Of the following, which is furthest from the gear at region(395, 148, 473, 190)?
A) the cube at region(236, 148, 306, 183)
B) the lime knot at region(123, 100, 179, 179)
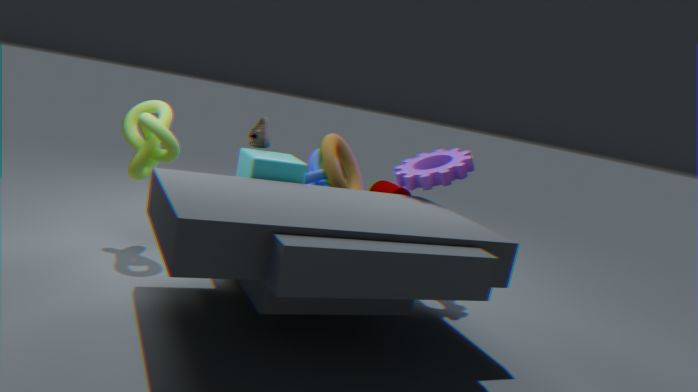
the lime knot at region(123, 100, 179, 179)
